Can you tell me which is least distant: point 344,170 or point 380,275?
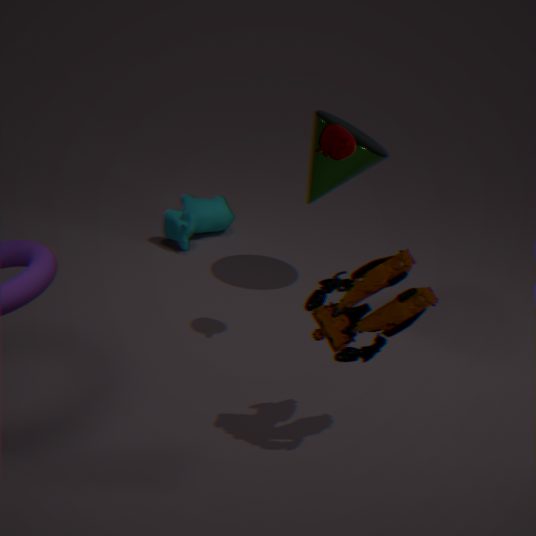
point 380,275
